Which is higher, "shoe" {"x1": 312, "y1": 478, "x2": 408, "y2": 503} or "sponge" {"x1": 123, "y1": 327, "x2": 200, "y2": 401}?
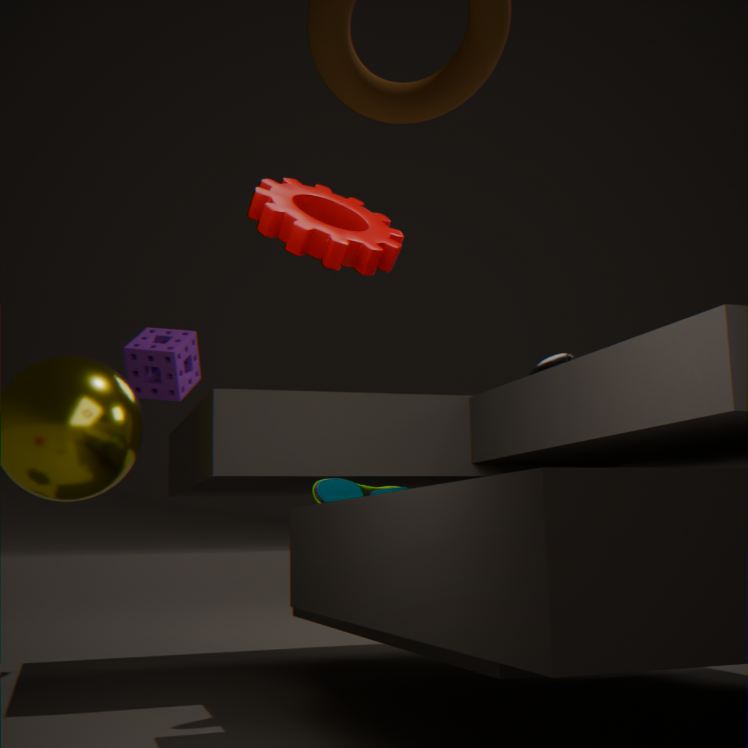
"sponge" {"x1": 123, "y1": 327, "x2": 200, "y2": 401}
